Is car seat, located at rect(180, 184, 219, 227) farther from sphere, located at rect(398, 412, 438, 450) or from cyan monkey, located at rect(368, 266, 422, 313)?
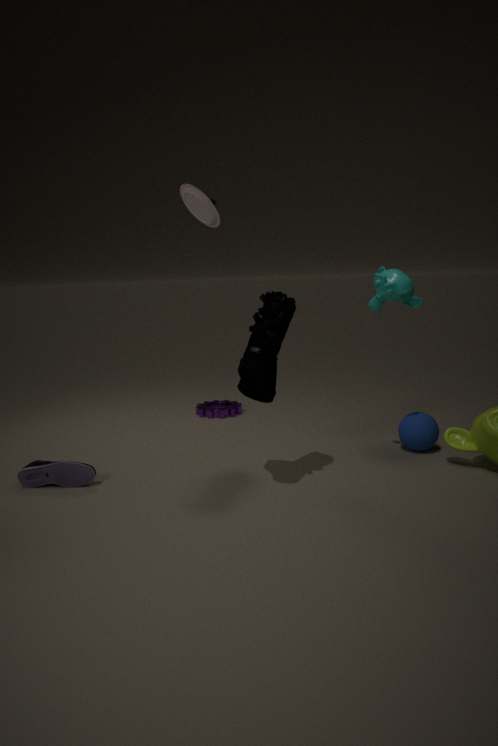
sphere, located at rect(398, 412, 438, 450)
